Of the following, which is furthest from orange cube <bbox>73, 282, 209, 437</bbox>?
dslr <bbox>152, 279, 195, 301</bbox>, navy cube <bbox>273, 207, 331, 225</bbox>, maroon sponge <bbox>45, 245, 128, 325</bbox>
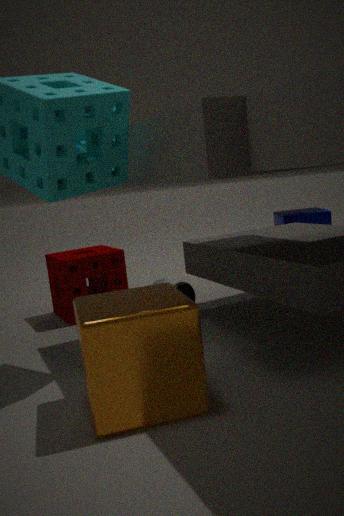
navy cube <bbox>273, 207, 331, 225</bbox>
